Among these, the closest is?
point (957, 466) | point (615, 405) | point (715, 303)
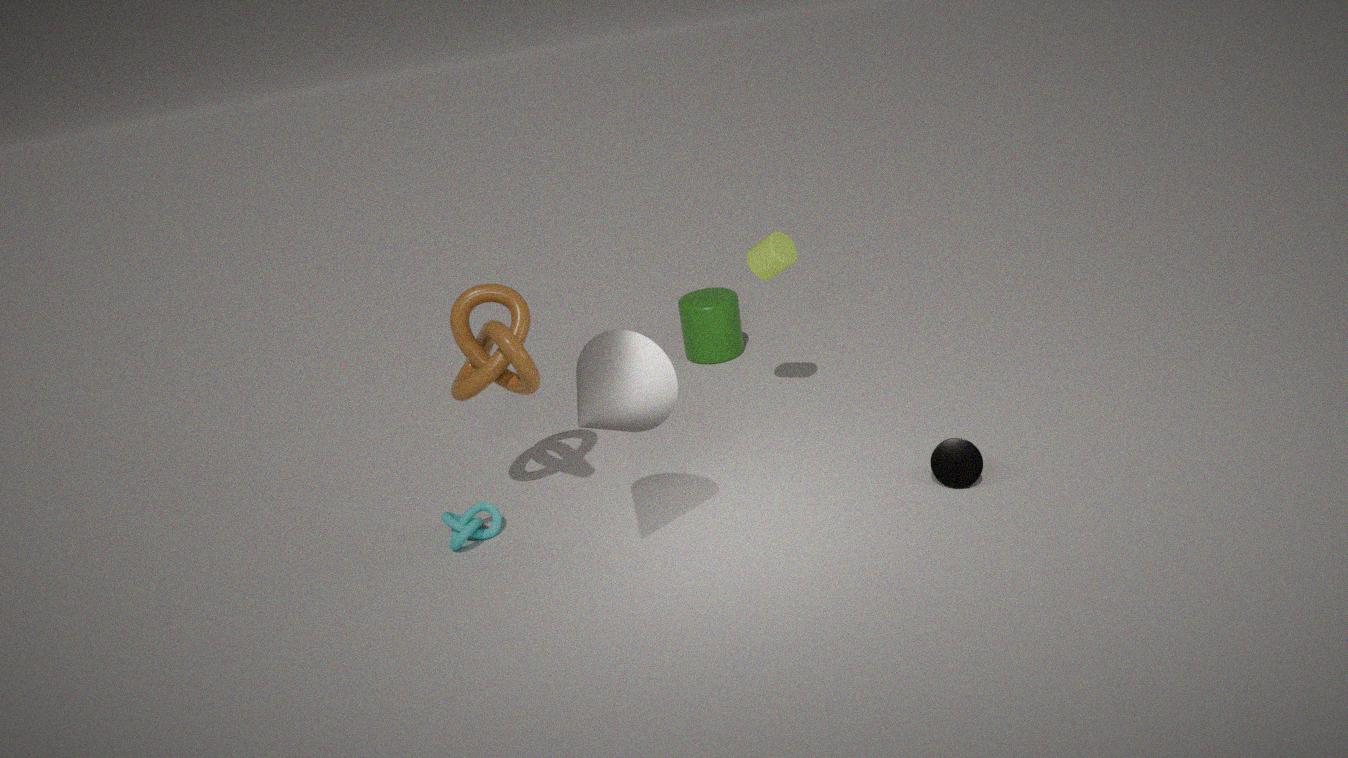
point (615, 405)
